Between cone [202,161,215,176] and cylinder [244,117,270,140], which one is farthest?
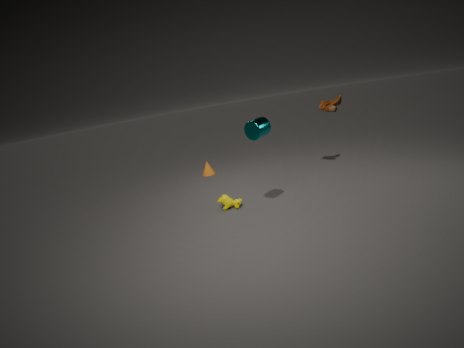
cone [202,161,215,176]
